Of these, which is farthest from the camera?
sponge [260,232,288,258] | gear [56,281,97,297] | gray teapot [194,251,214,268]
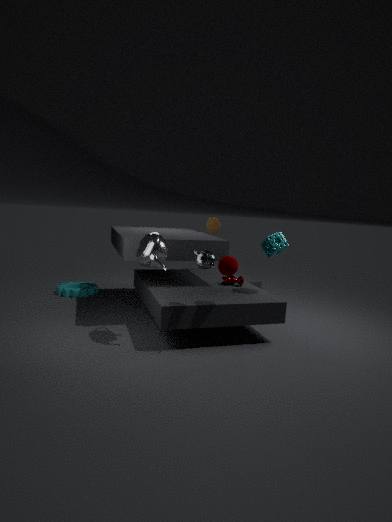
gear [56,281,97,297]
